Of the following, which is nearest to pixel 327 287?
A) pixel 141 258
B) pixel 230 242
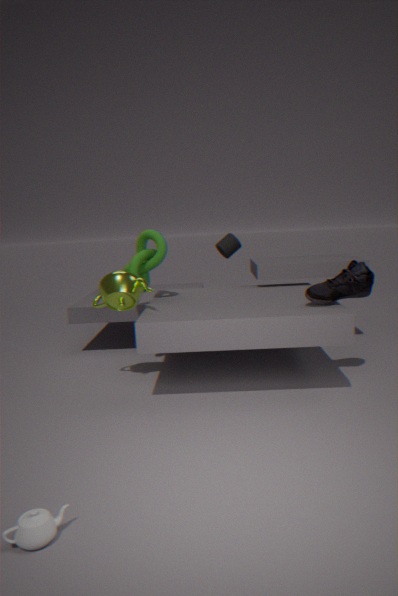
pixel 230 242
